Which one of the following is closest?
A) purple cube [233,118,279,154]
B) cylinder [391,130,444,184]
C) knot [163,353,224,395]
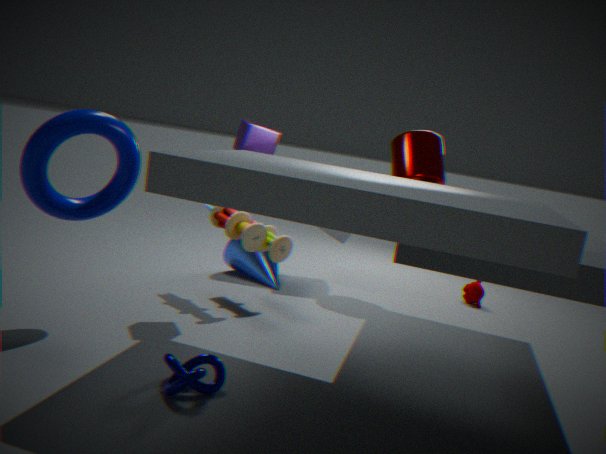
knot [163,353,224,395]
